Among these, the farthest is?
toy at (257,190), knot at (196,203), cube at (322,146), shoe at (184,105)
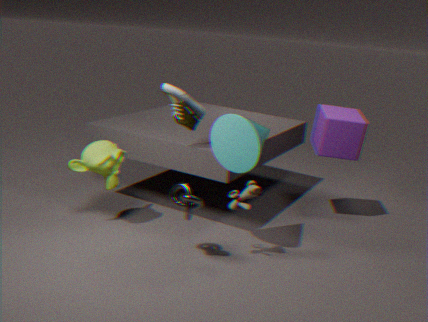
cube at (322,146)
